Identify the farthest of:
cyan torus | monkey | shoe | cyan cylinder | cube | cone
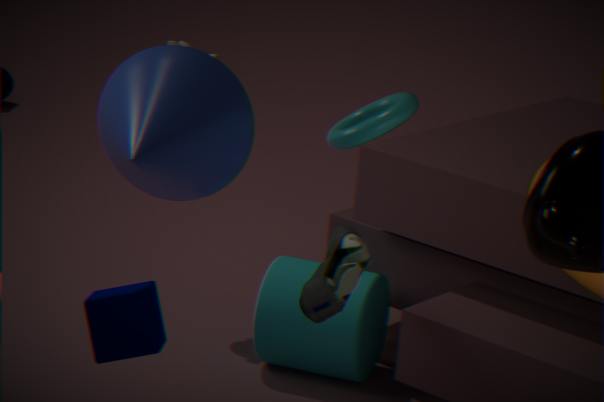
monkey
